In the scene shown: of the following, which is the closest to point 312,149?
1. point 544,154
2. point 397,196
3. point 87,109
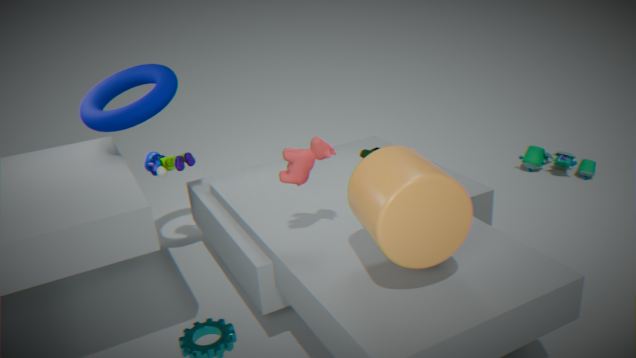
point 397,196
